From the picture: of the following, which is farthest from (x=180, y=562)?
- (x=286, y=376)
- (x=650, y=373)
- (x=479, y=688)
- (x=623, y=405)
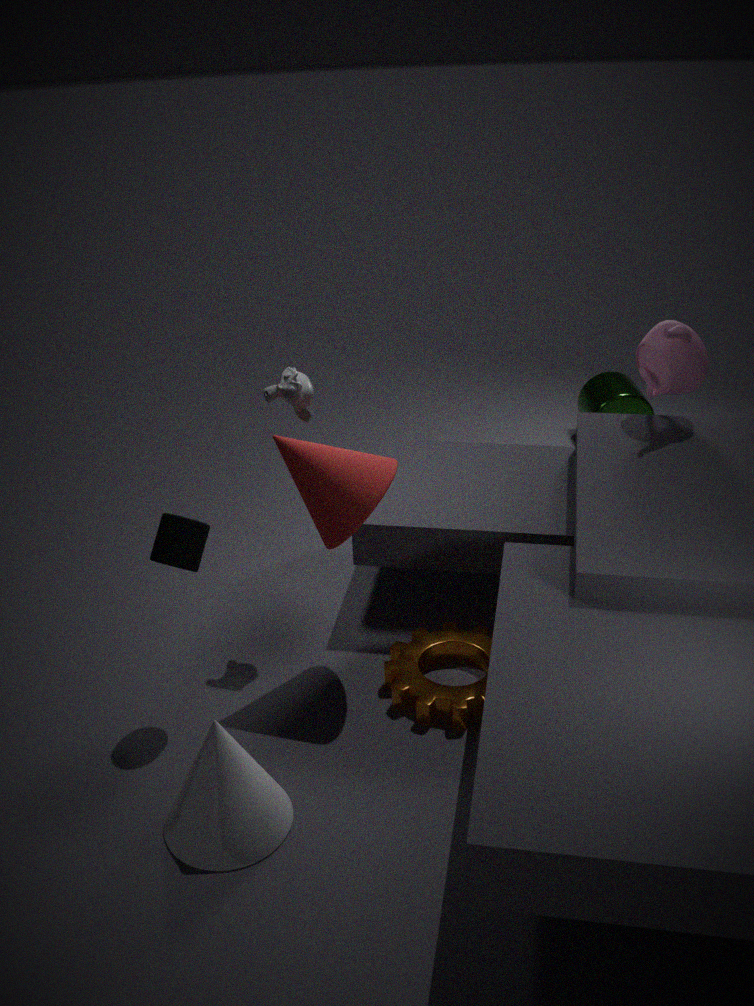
(x=623, y=405)
